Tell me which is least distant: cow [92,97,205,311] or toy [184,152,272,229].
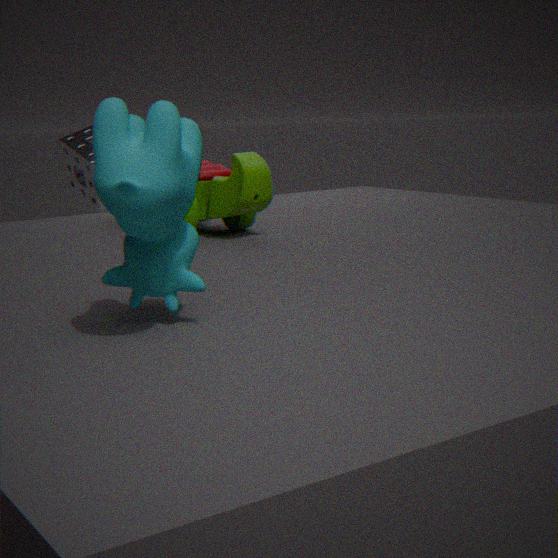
cow [92,97,205,311]
